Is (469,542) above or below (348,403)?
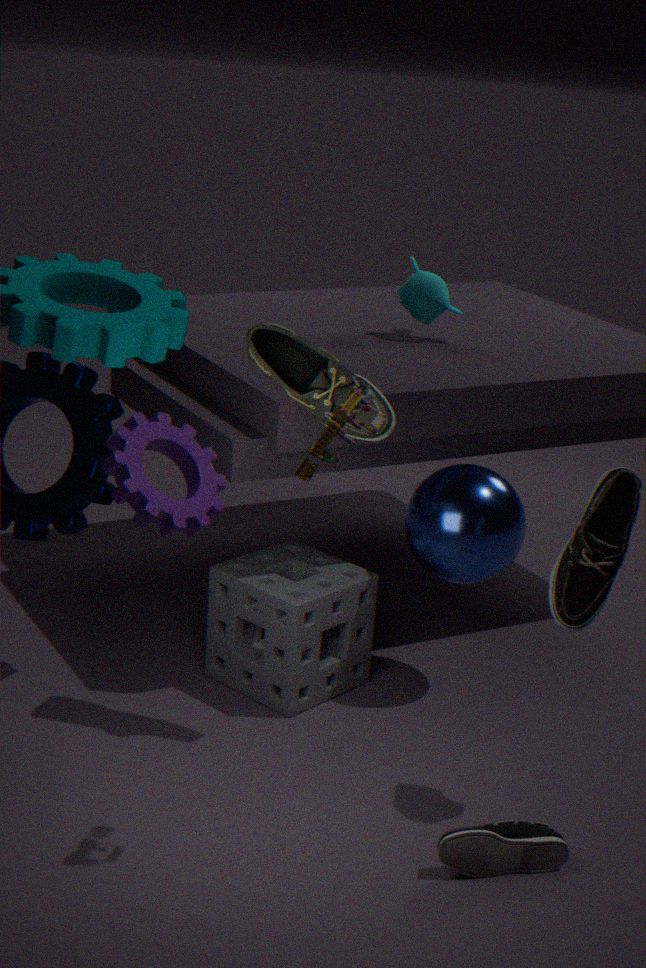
below
